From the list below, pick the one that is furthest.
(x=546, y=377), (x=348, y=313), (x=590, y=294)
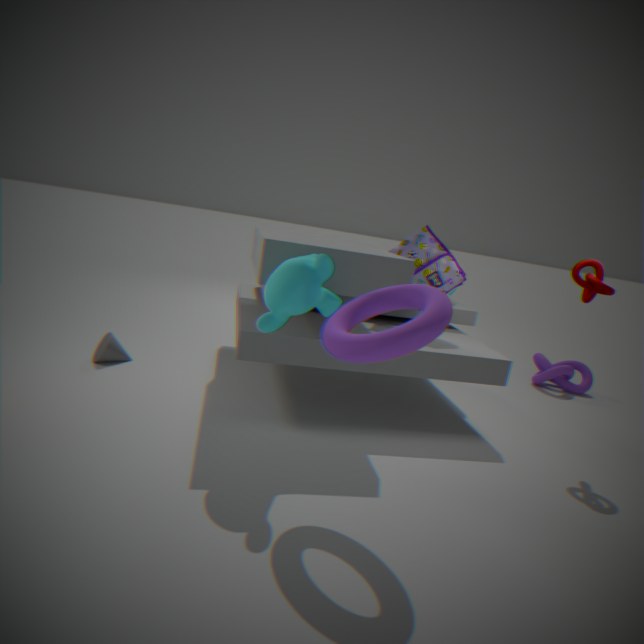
(x=546, y=377)
